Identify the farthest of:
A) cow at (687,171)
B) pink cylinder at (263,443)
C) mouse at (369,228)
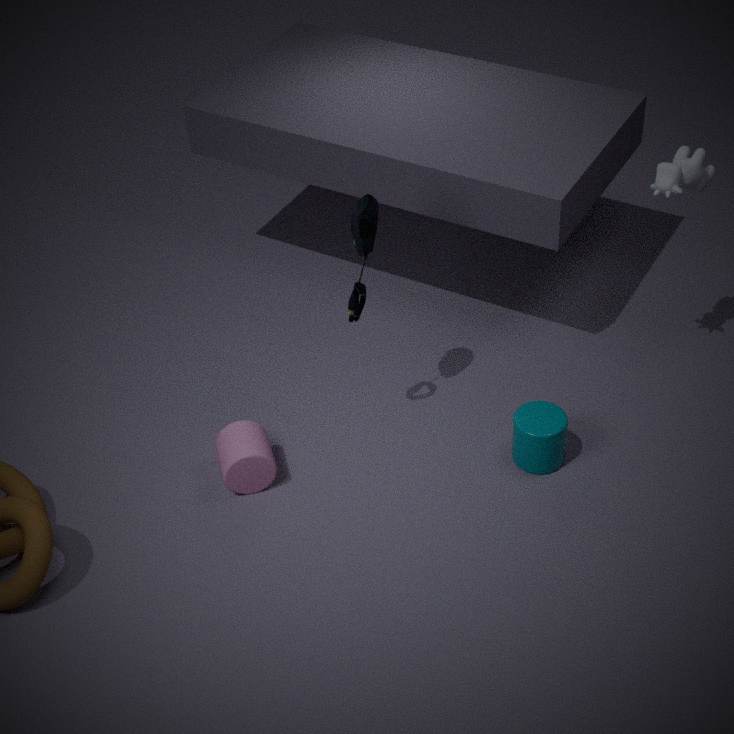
pink cylinder at (263,443)
